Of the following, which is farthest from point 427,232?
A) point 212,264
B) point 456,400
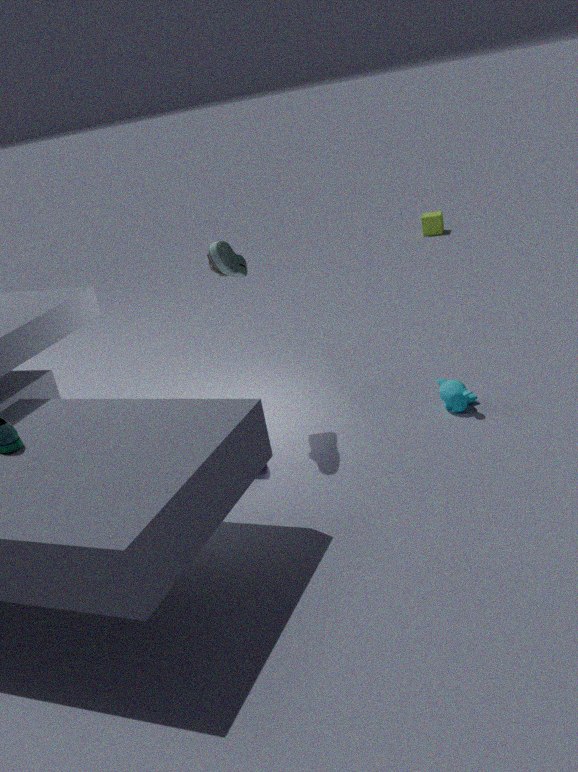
point 212,264
